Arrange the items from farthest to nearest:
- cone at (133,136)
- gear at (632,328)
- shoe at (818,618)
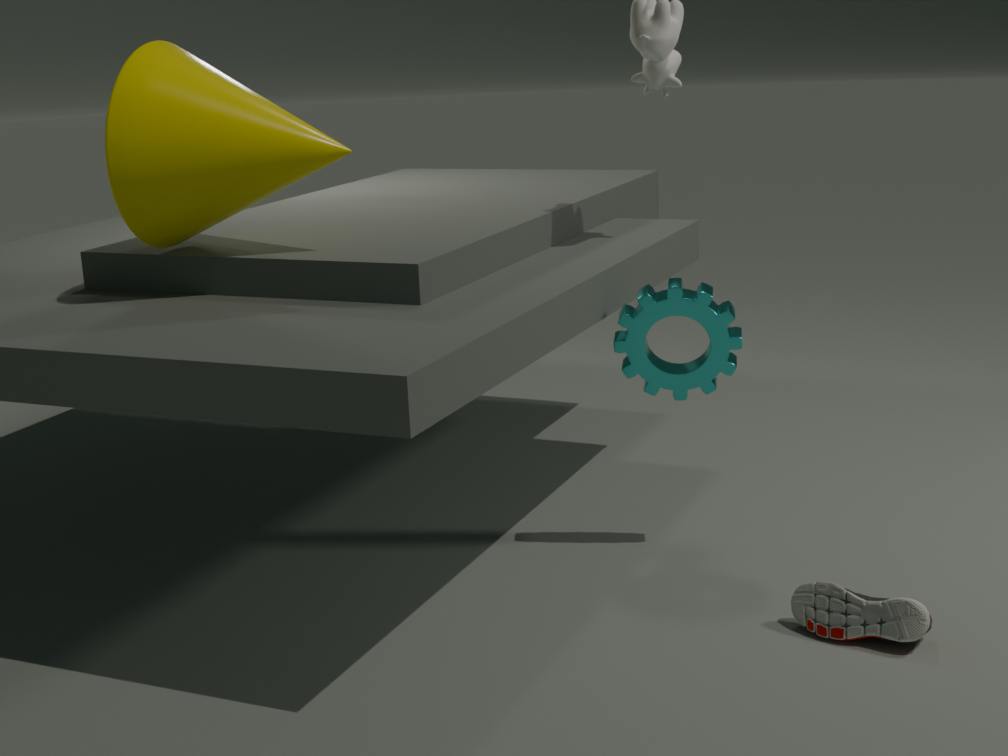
gear at (632,328) < cone at (133,136) < shoe at (818,618)
